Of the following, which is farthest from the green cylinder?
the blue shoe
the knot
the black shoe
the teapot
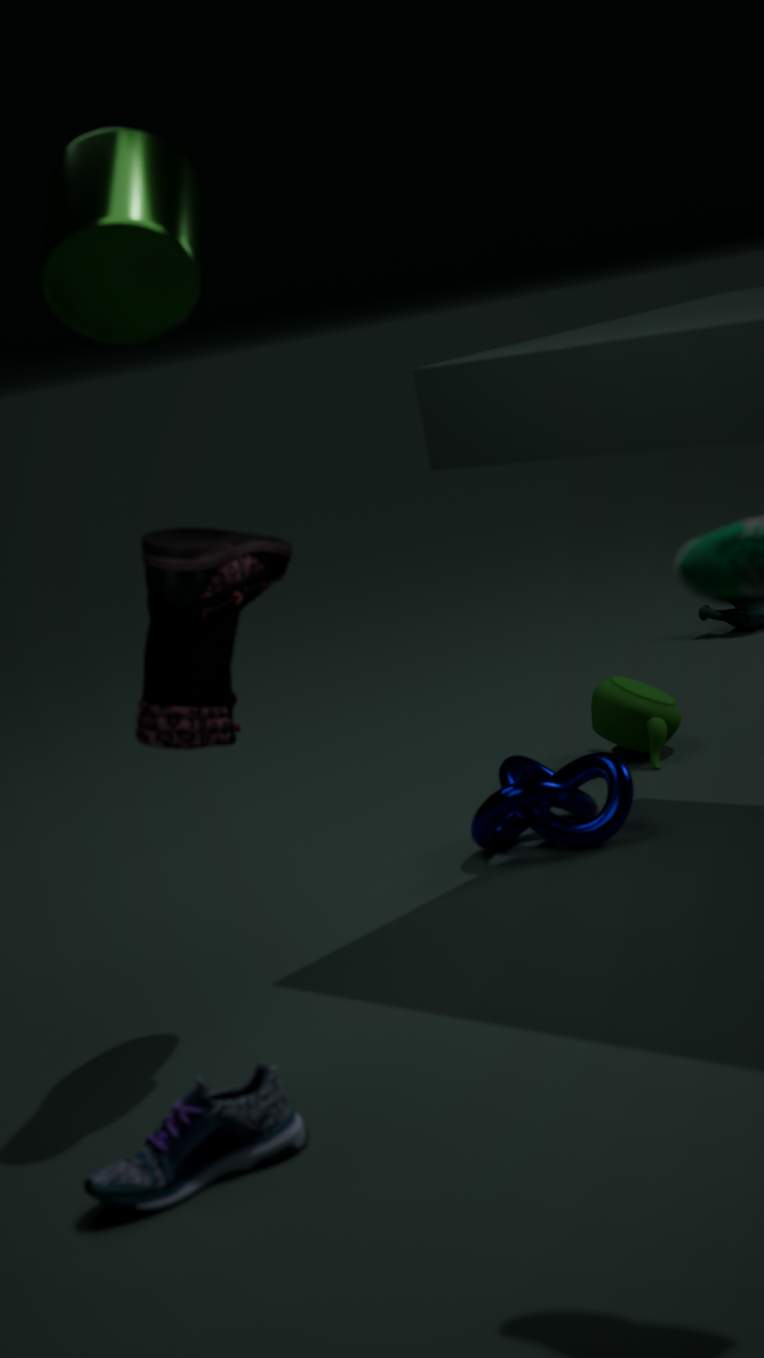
the teapot
